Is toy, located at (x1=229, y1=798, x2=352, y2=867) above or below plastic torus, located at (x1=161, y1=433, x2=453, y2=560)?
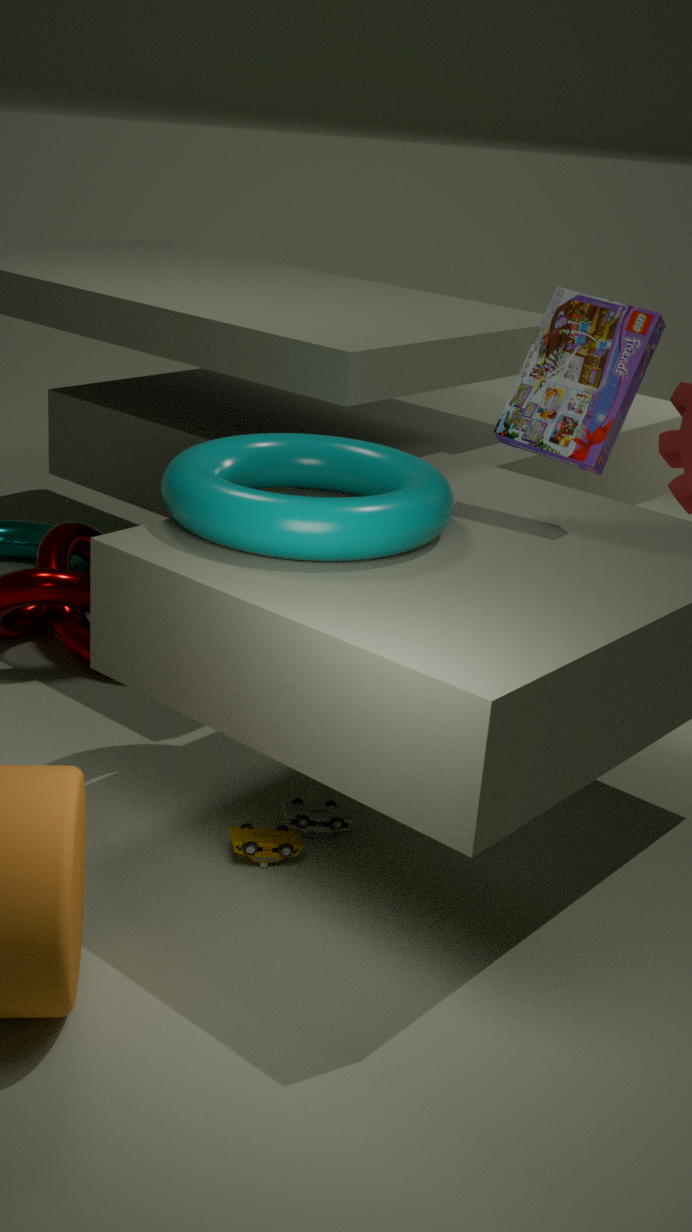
below
